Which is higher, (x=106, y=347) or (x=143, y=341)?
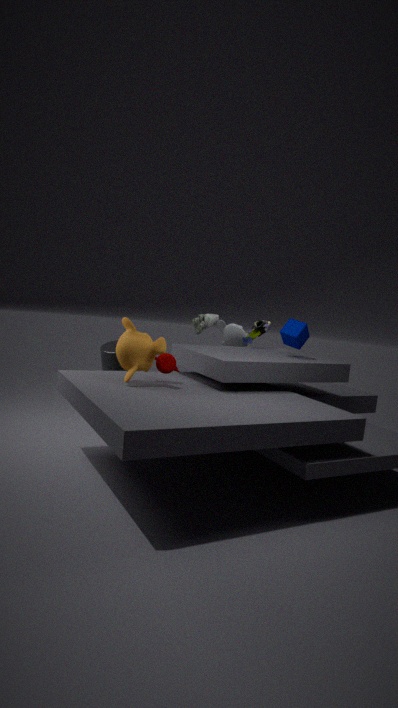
(x=143, y=341)
